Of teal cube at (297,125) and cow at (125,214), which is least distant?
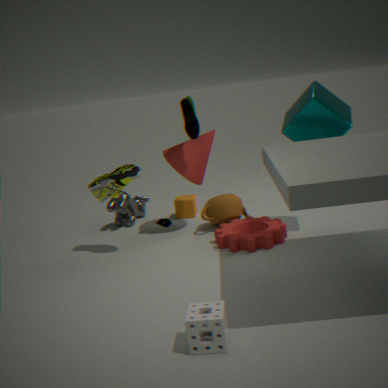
teal cube at (297,125)
